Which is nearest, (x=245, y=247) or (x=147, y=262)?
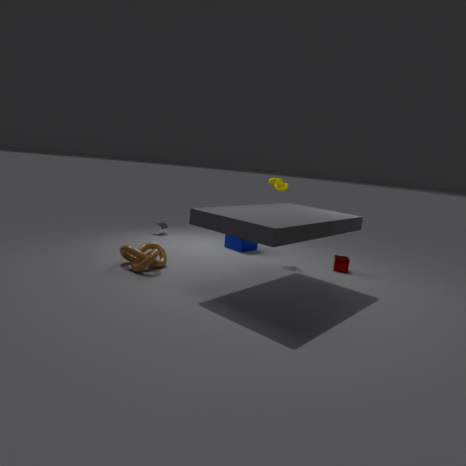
(x=147, y=262)
